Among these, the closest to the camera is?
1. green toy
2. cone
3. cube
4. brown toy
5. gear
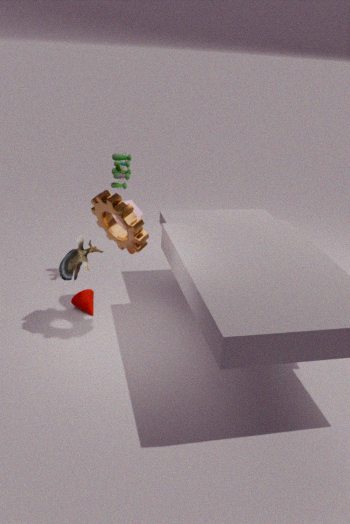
gear
